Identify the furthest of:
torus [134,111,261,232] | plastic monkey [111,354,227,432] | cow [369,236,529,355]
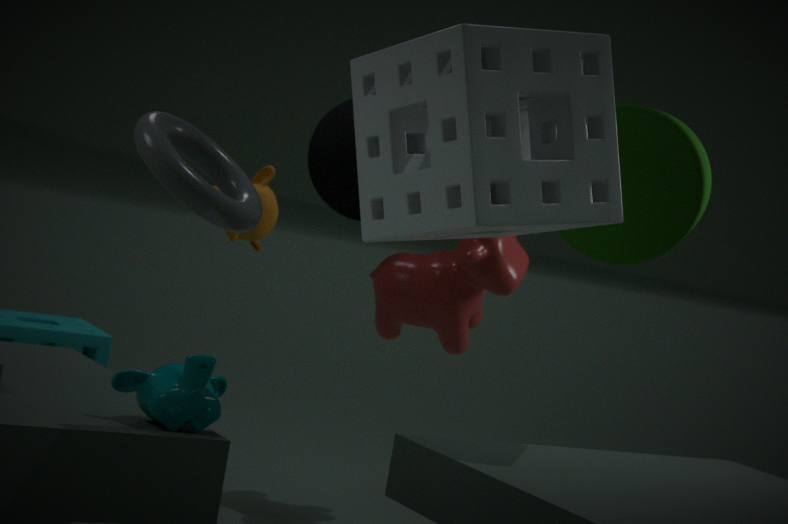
cow [369,236,529,355]
